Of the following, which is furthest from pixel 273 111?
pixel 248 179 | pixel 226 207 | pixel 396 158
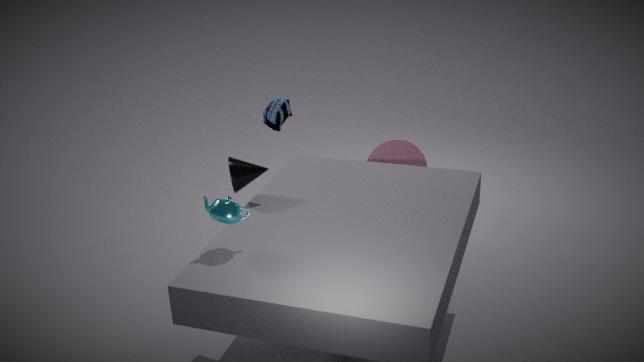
pixel 226 207
